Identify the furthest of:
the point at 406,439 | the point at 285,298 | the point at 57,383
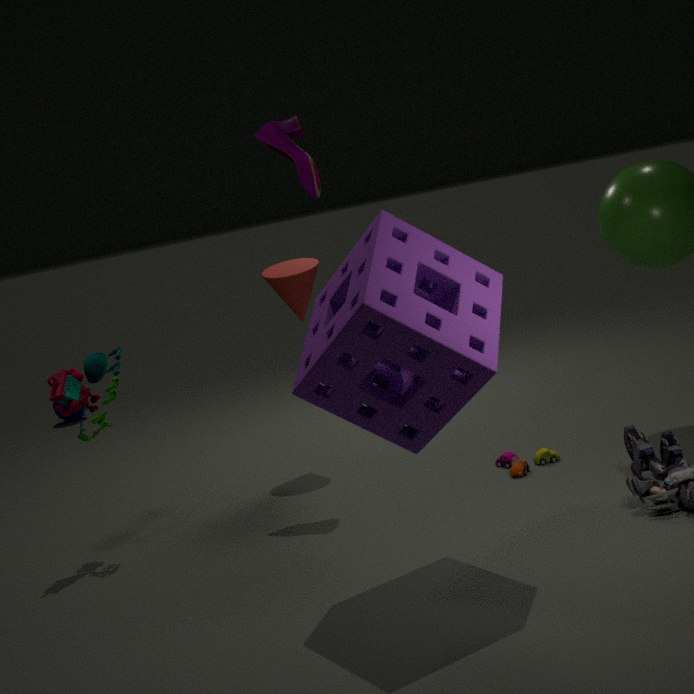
the point at 285,298
